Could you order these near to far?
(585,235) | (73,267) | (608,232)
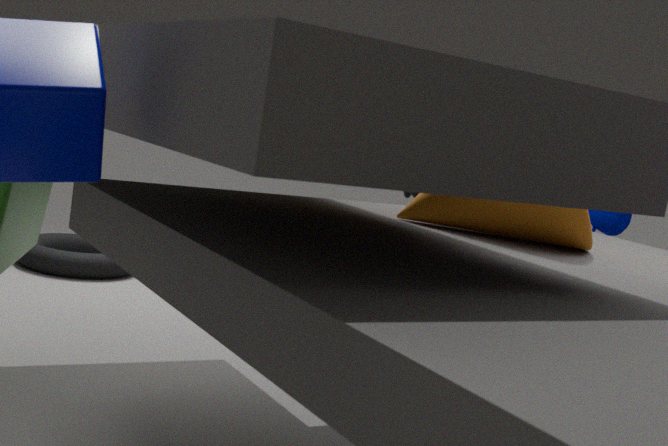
(585,235)
(608,232)
(73,267)
